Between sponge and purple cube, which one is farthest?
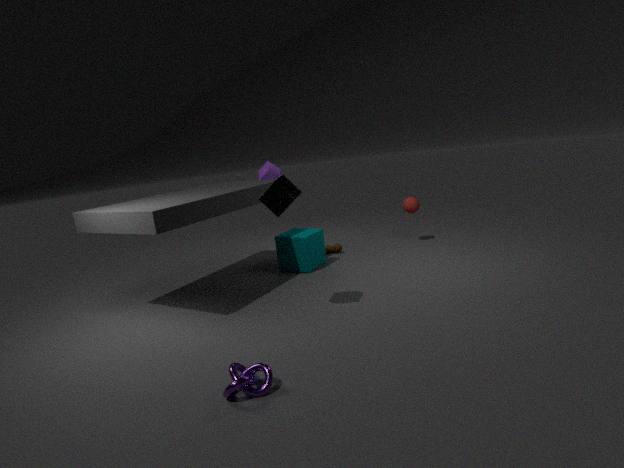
purple cube
